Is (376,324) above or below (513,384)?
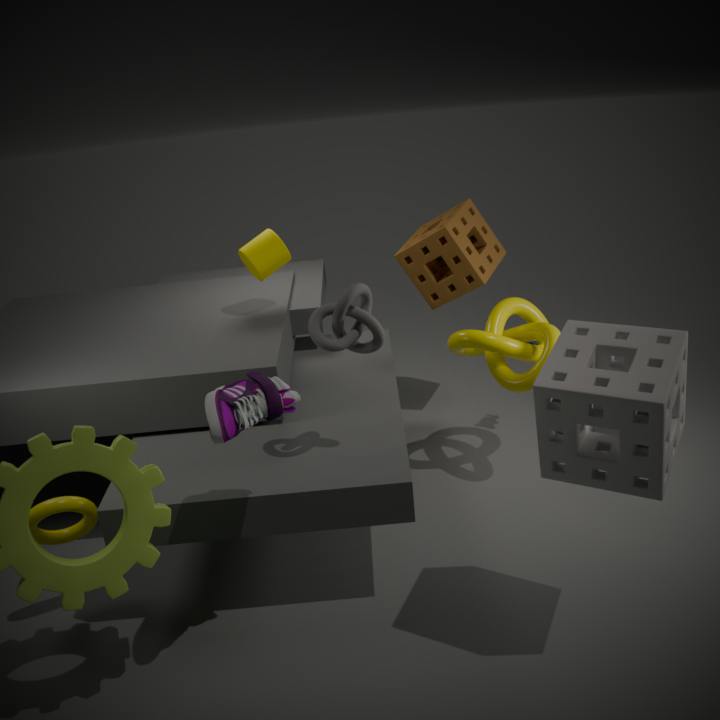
above
